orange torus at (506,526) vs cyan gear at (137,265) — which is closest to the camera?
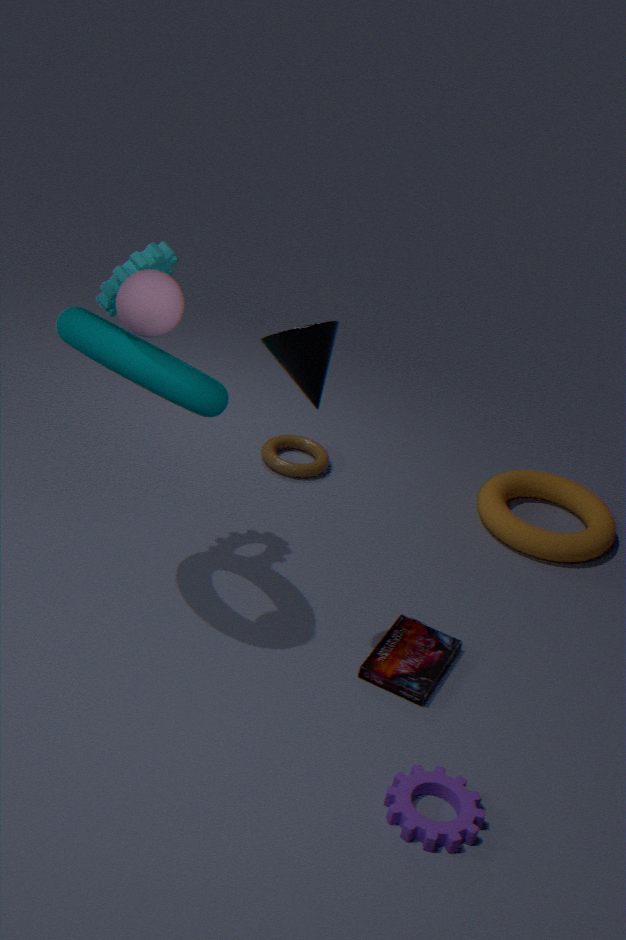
cyan gear at (137,265)
